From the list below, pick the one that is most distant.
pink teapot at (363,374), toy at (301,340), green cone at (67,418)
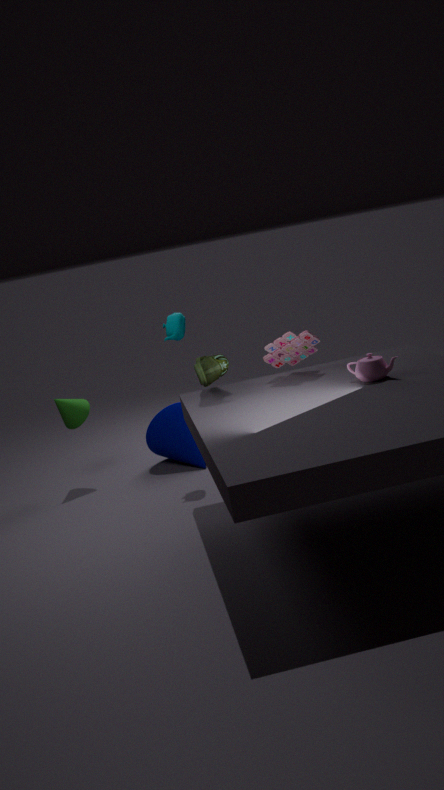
green cone at (67,418)
